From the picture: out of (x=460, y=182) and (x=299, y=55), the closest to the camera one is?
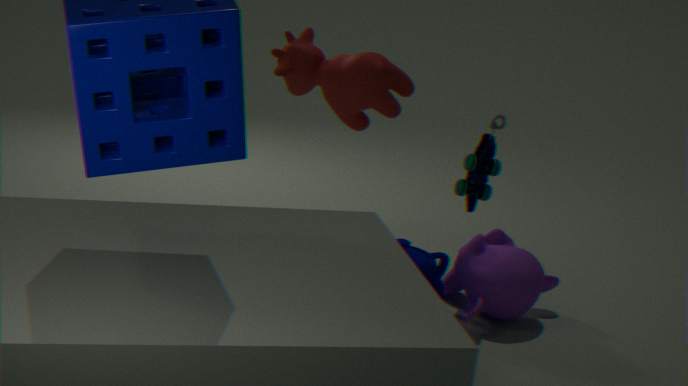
(x=460, y=182)
